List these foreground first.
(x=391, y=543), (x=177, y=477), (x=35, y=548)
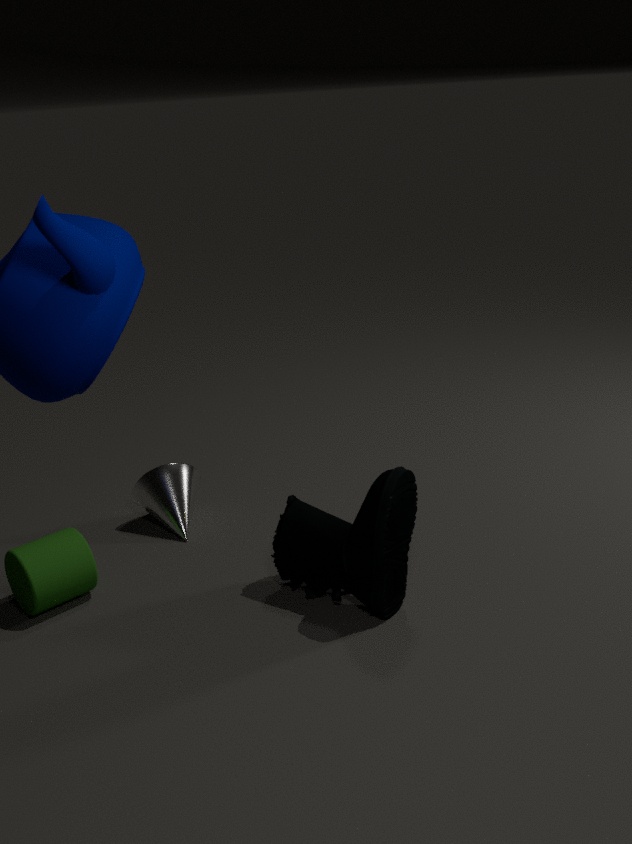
(x=391, y=543)
(x=35, y=548)
(x=177, y=477)
